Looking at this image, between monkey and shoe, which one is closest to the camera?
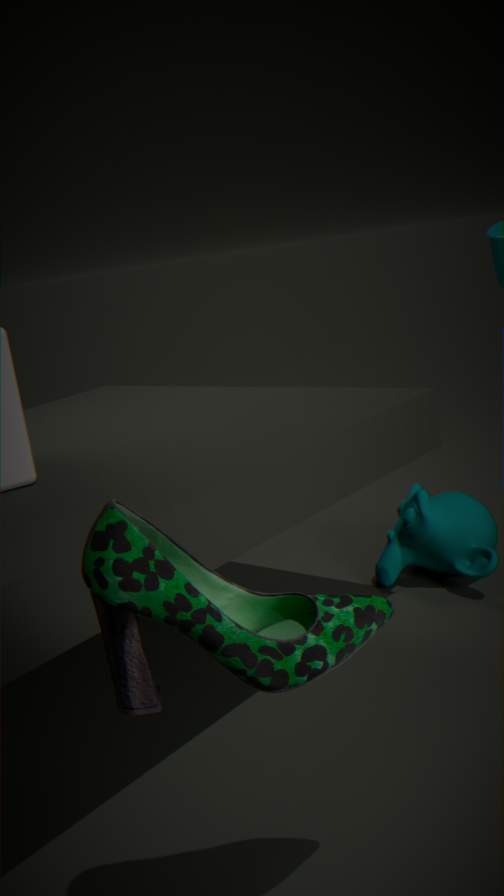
shoe
